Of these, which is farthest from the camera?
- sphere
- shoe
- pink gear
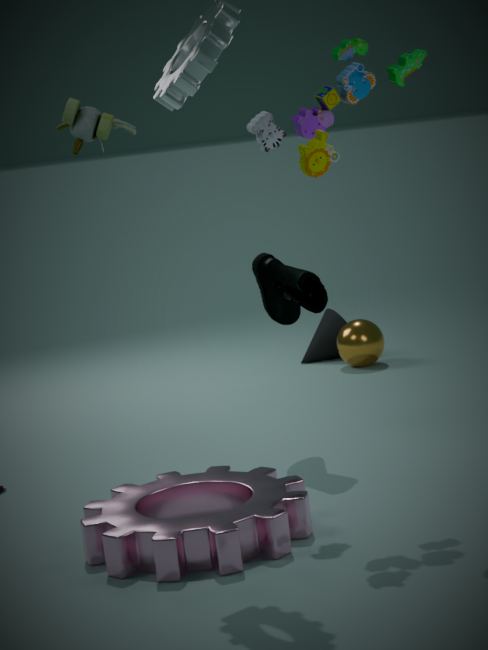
sphere
